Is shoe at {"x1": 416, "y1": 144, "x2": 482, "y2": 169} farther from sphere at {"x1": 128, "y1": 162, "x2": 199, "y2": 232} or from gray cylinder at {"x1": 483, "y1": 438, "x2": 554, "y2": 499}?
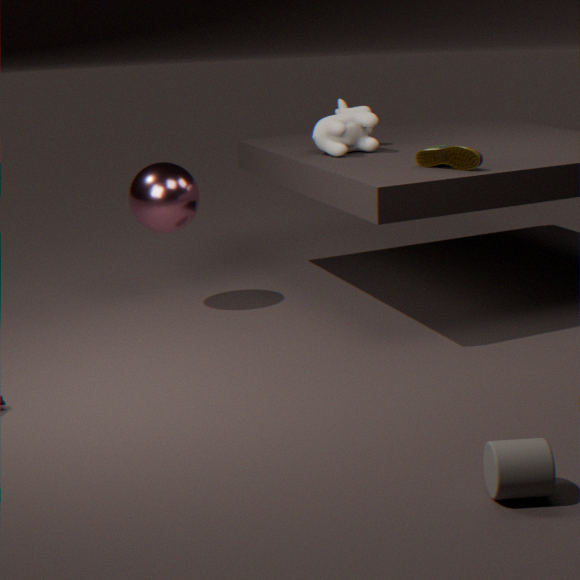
gray cylinder at {"x1": 483, "y1": 438, "x2": 554, "y2": 499}
